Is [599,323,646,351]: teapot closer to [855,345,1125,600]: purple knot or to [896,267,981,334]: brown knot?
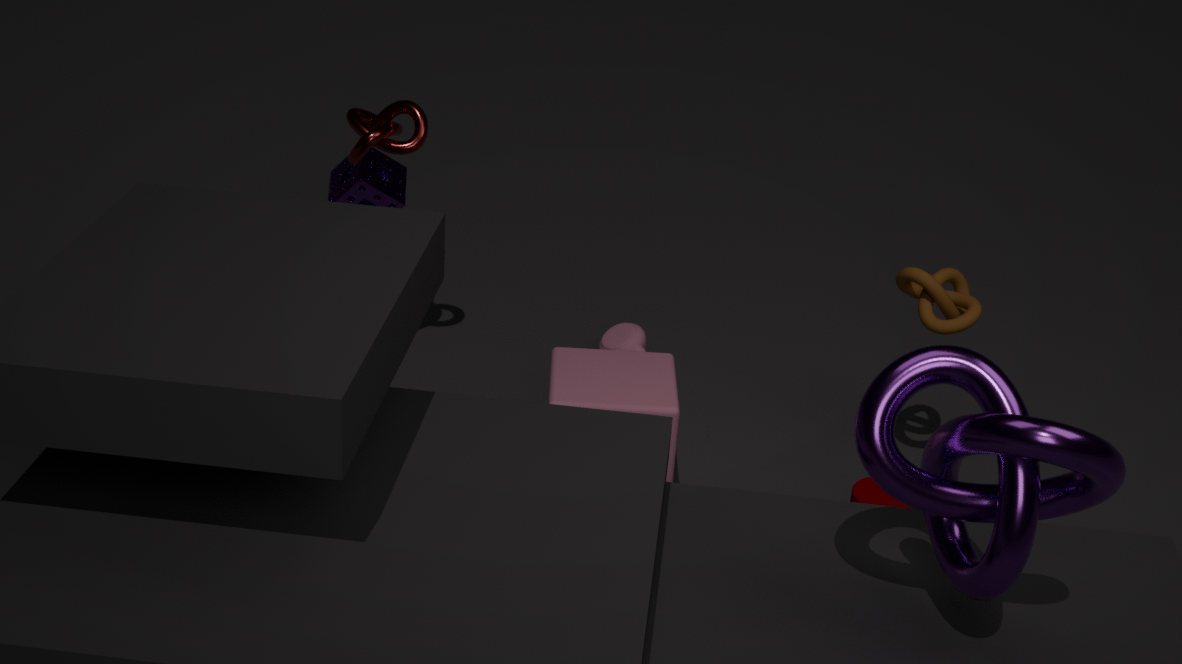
[896,267,981,334]: brown knot
